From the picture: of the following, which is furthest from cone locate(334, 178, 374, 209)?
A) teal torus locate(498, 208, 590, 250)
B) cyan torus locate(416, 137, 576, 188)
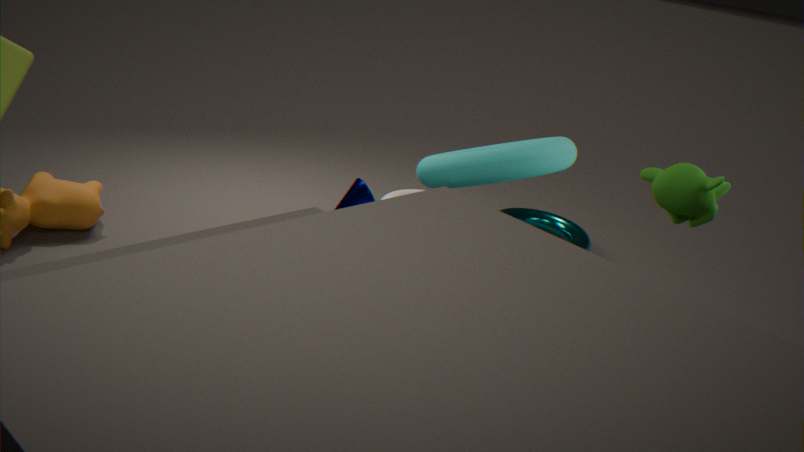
cyan torus locate(416, 137, 576, 188)
